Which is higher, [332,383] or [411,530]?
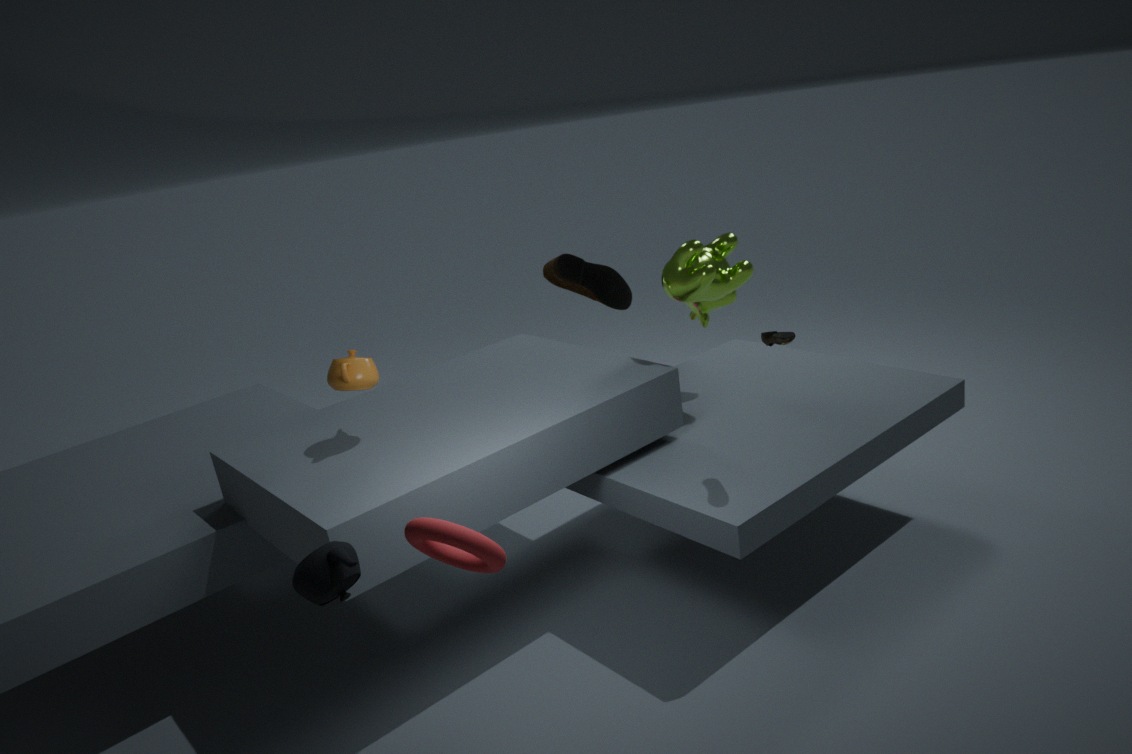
Answer: [332,383]
